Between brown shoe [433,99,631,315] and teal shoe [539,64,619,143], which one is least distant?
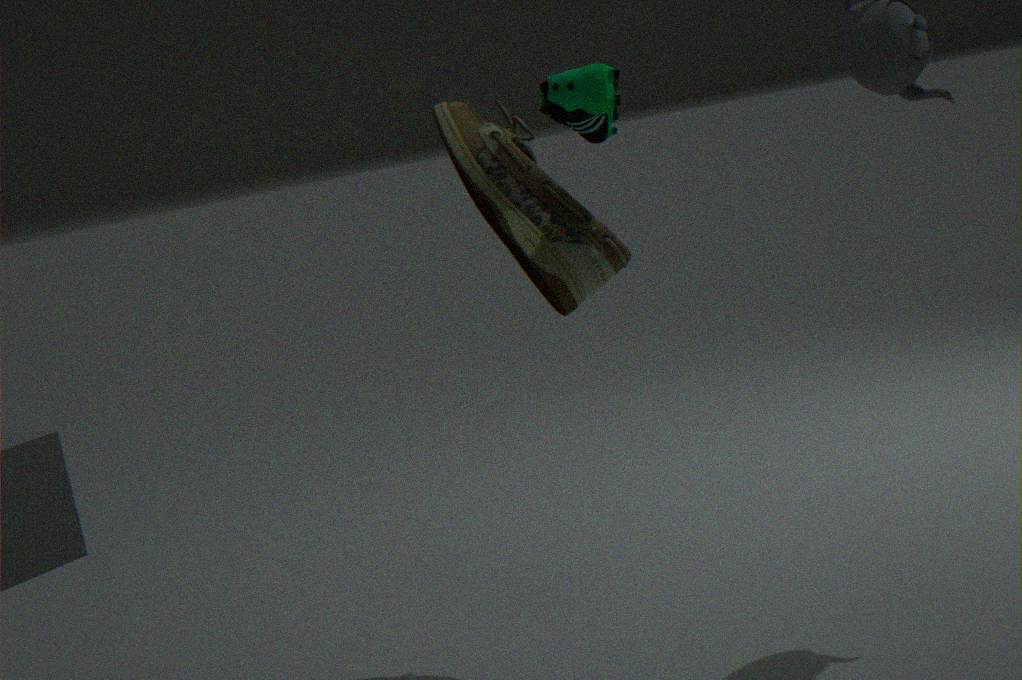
teal shoe [539,64,619,143]
